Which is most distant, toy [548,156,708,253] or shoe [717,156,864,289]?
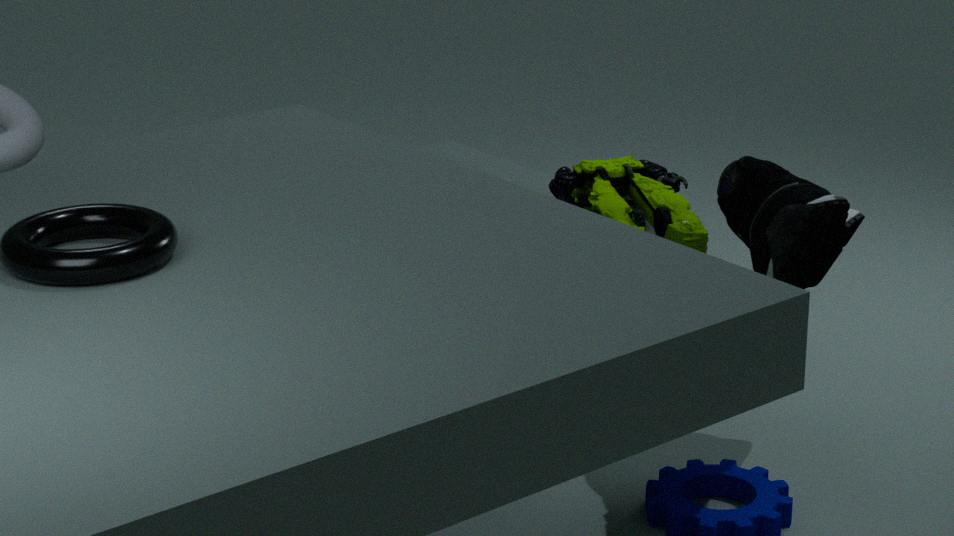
toy [548,156,708,253]
